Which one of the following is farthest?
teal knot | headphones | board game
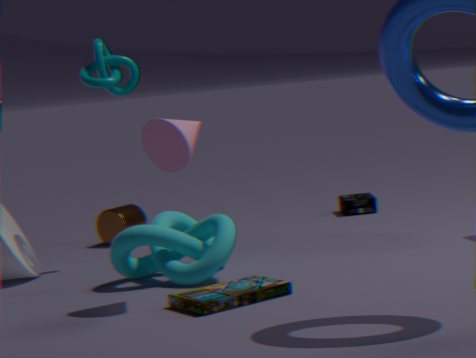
headphones
